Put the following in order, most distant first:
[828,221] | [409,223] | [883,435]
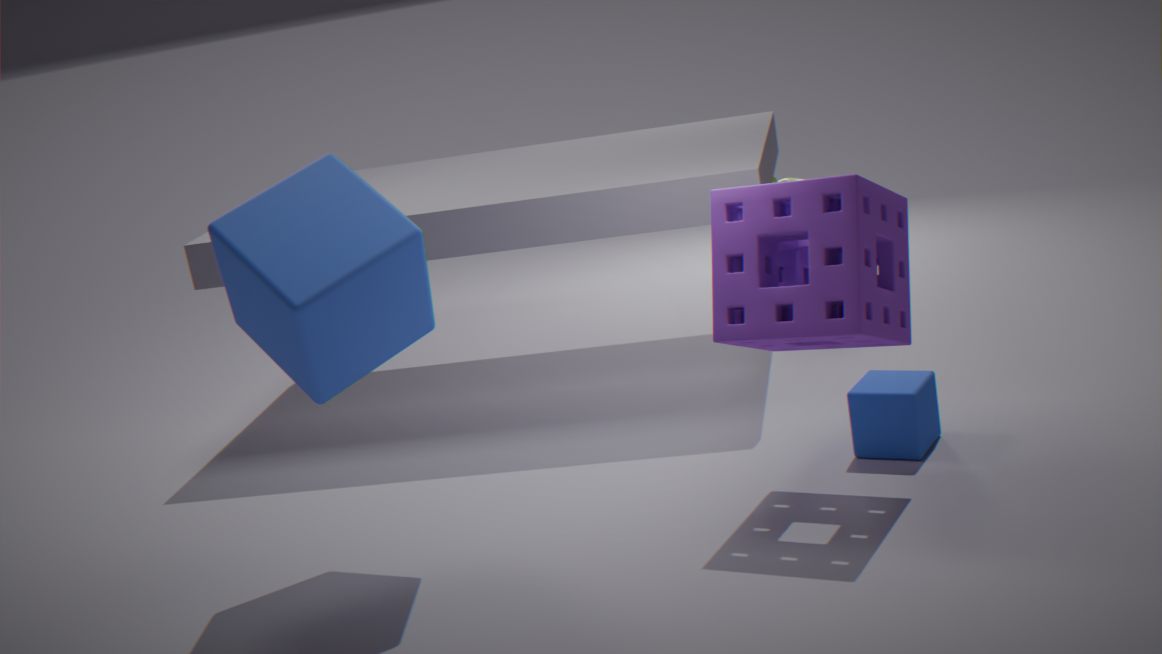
1. [883,435]
2. [409,223]
3. [828,221]
